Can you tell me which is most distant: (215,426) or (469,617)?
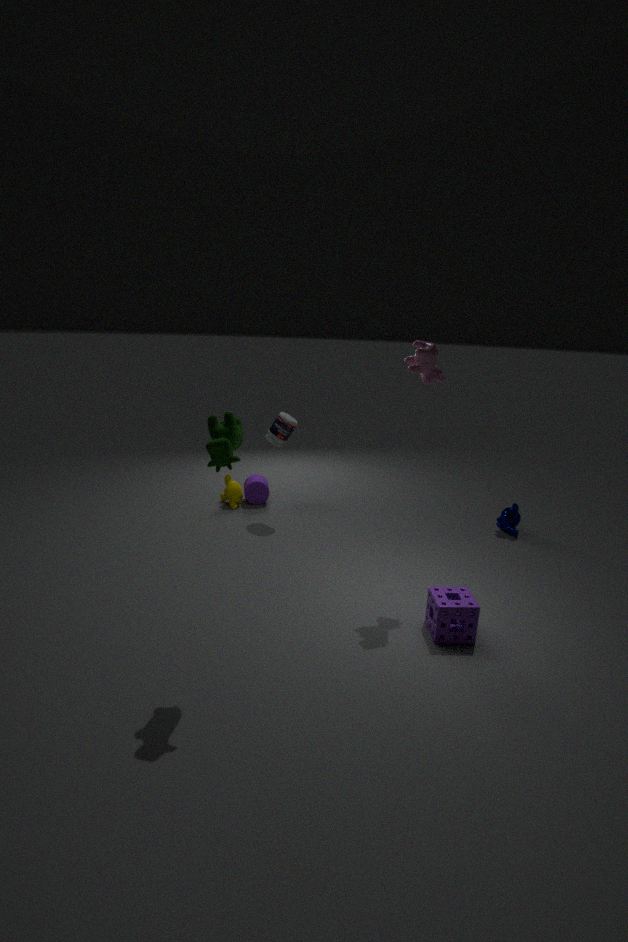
(469,617)
